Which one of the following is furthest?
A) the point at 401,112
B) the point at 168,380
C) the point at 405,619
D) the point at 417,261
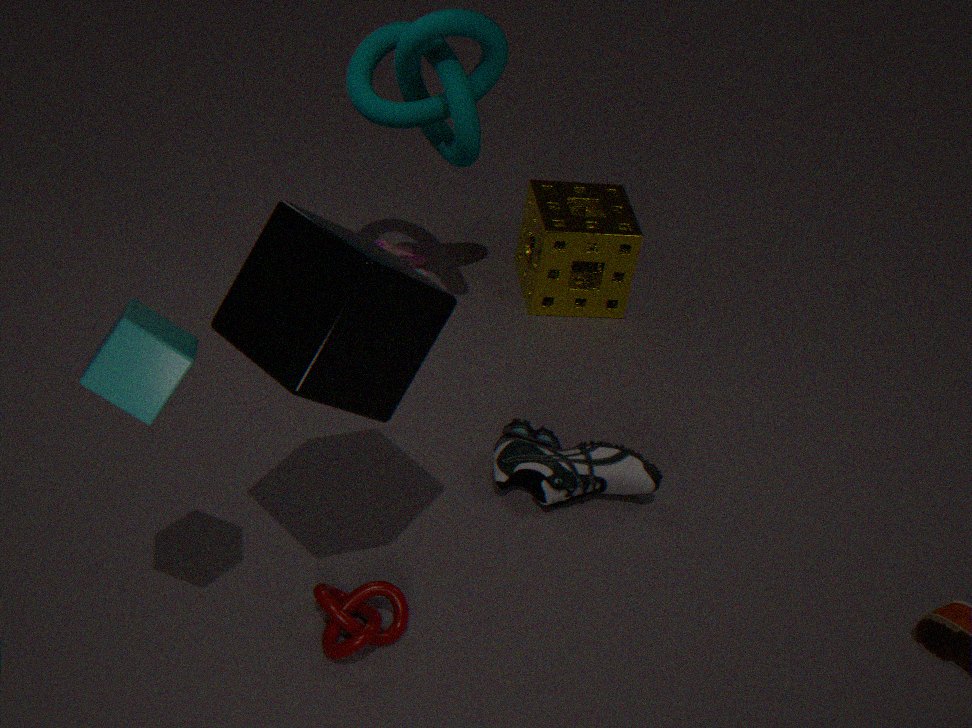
the point at 417,261
